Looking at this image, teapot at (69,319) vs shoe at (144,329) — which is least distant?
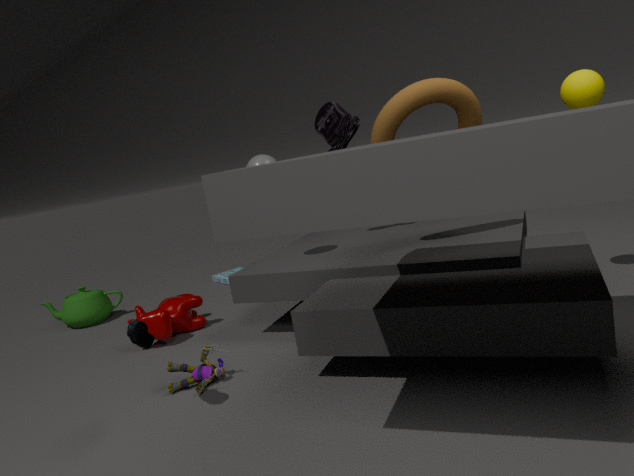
shoe at (144,329)
